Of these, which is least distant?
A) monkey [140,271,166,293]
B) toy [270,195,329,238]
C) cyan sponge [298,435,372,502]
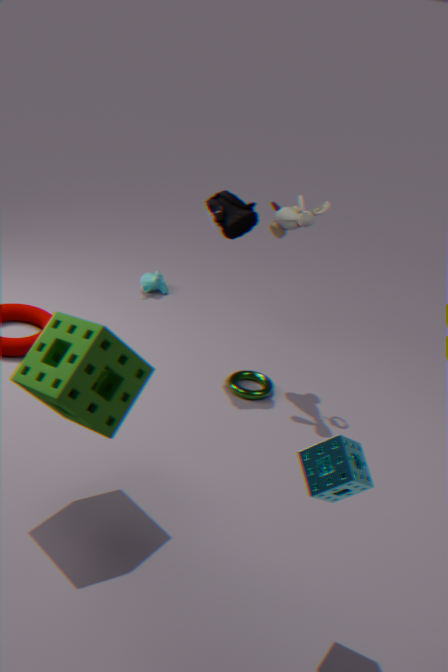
cyan sponge [298,435,372,502]
